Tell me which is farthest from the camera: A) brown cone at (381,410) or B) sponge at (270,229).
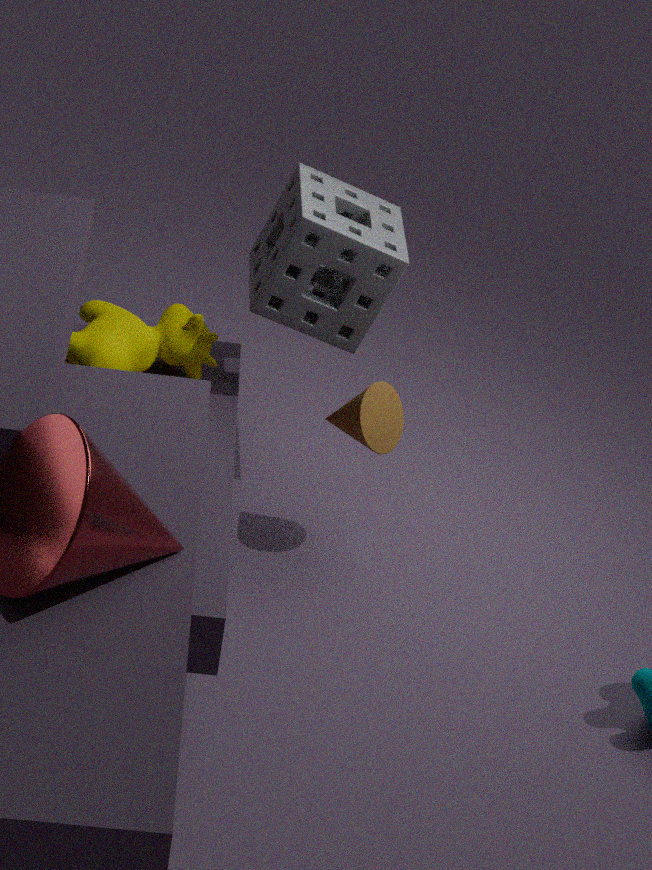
B. sponge at (270,229)
